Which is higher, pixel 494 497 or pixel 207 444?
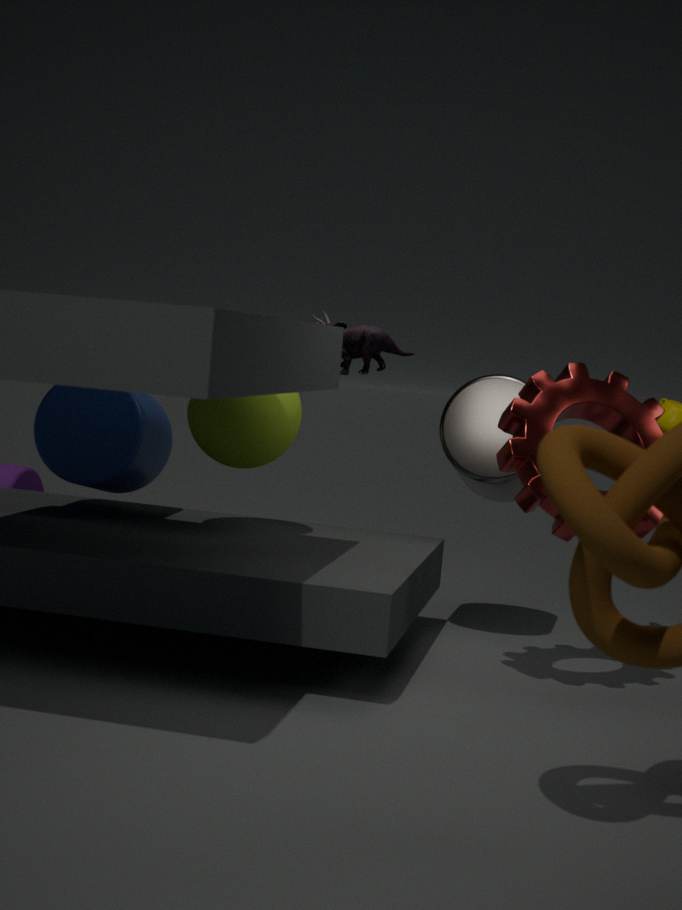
pixel 207 444
